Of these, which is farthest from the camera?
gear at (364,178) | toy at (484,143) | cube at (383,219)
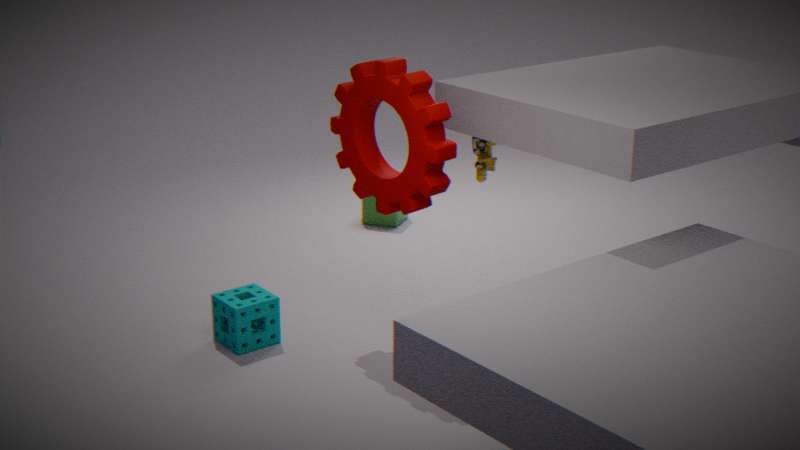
cube at (383,219)
